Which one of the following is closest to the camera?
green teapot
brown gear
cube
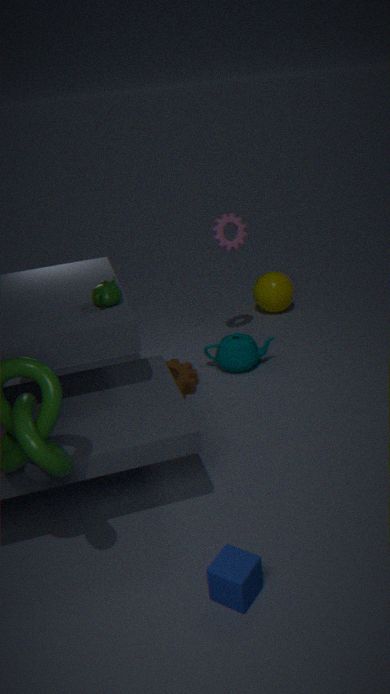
cube
